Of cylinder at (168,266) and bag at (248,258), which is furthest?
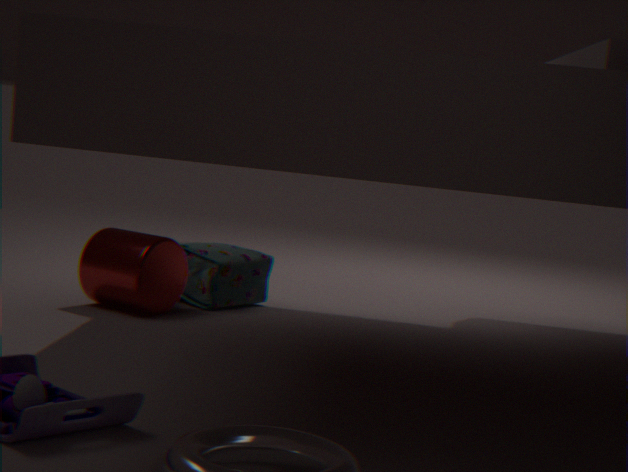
bag at (248,258)
